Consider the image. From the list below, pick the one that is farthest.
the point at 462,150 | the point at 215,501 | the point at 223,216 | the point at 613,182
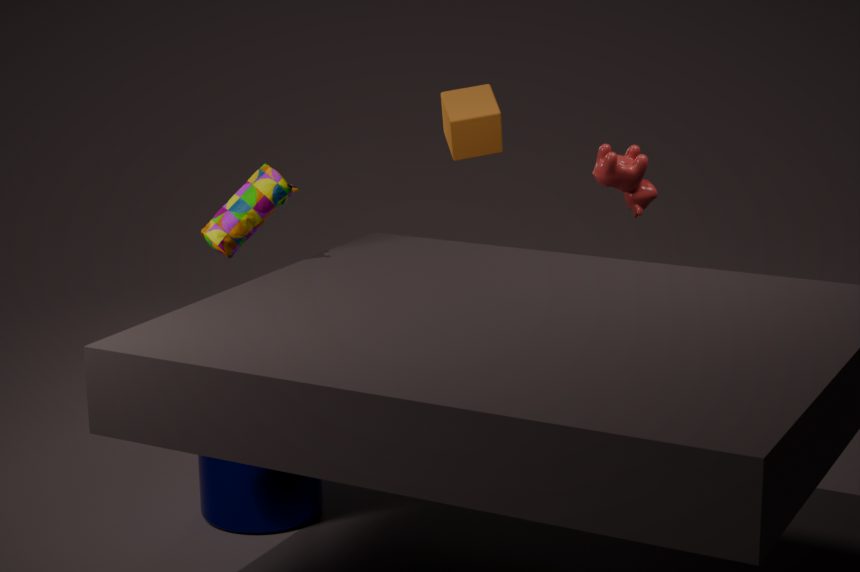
the point at 462,150
